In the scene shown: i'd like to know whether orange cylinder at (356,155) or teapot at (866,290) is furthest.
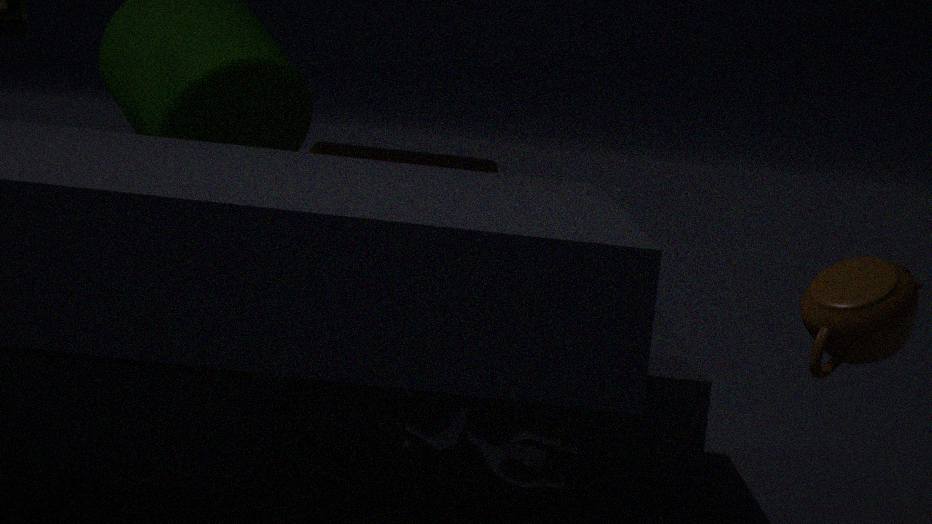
orange cylinder at (356,155)
